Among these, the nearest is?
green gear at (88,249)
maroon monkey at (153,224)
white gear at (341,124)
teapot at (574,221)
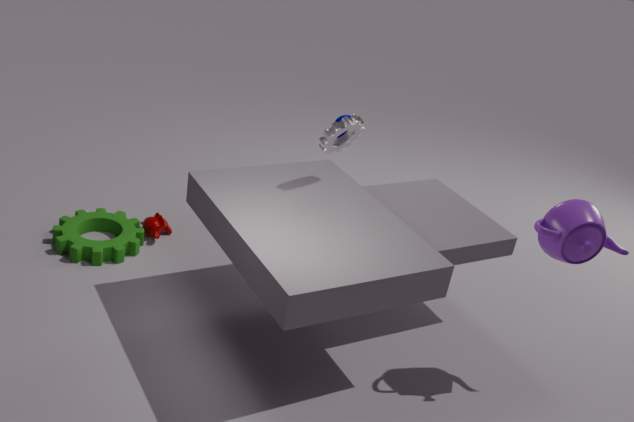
teapot at (574,221)
